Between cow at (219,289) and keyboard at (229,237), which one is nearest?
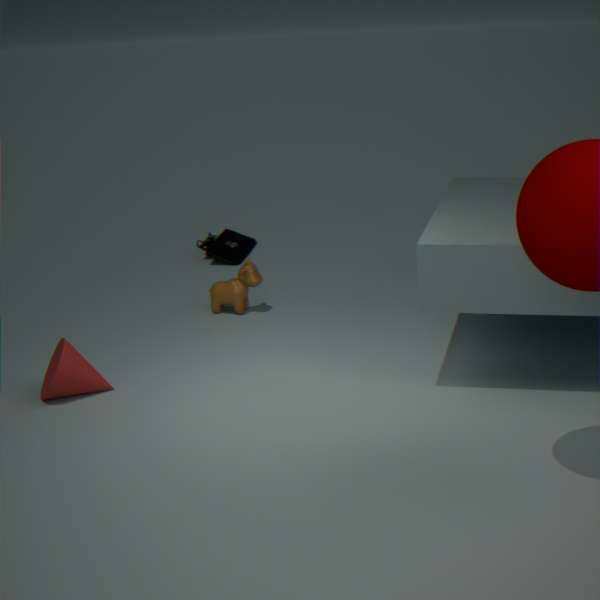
cow at (219,289)
